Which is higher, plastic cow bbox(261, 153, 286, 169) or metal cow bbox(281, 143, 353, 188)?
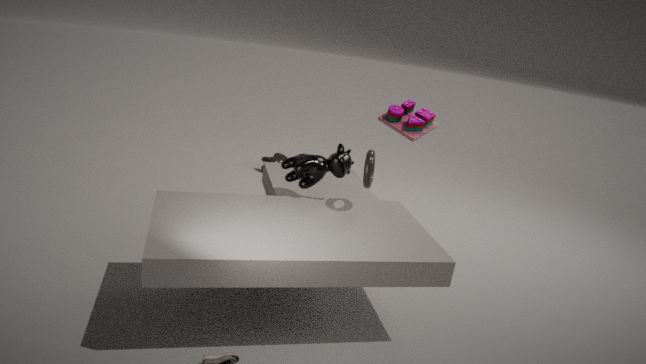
metal cow bbox(281, 143, 353, 188)
